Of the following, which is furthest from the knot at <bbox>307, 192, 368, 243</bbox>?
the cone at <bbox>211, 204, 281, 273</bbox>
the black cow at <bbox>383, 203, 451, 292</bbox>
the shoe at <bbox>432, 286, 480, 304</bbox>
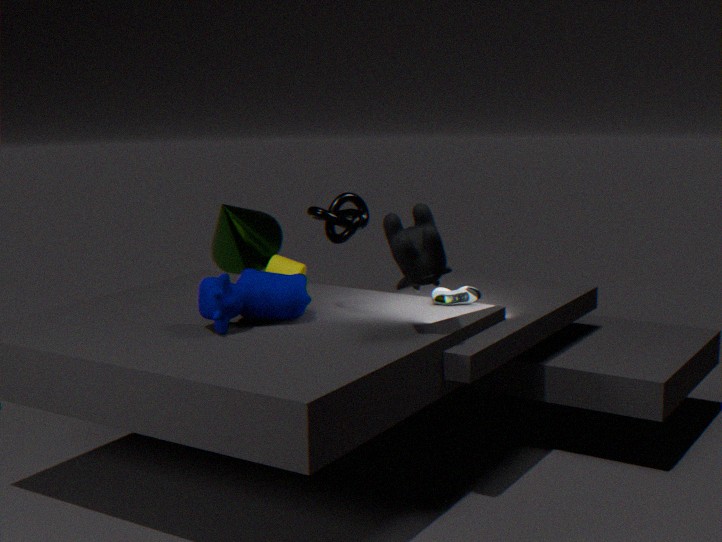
the cone at <bbox>211, 204, 281, 273</bbox>
